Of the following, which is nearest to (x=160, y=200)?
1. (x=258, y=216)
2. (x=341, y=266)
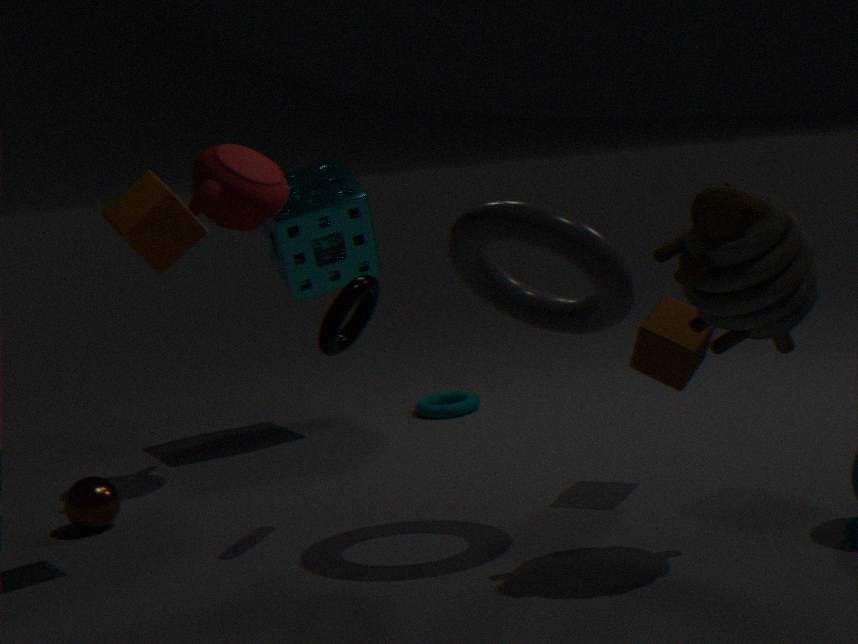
(x=258, y=216)
